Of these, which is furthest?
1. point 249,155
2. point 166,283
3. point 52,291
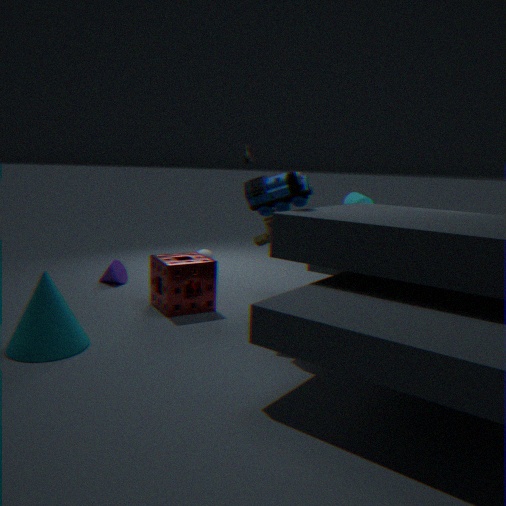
point 249,155
